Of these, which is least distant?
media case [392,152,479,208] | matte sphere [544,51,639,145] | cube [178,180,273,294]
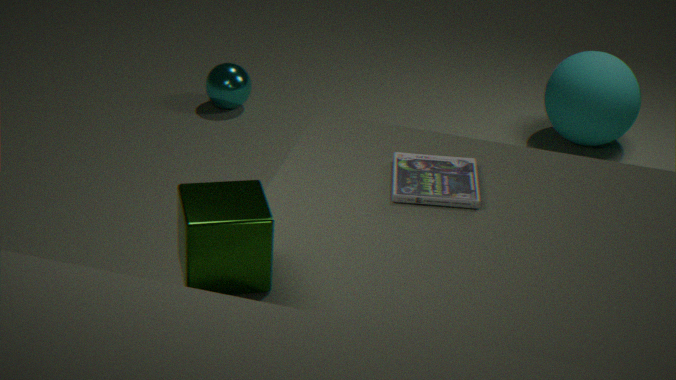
cube [178,180,273,294]
